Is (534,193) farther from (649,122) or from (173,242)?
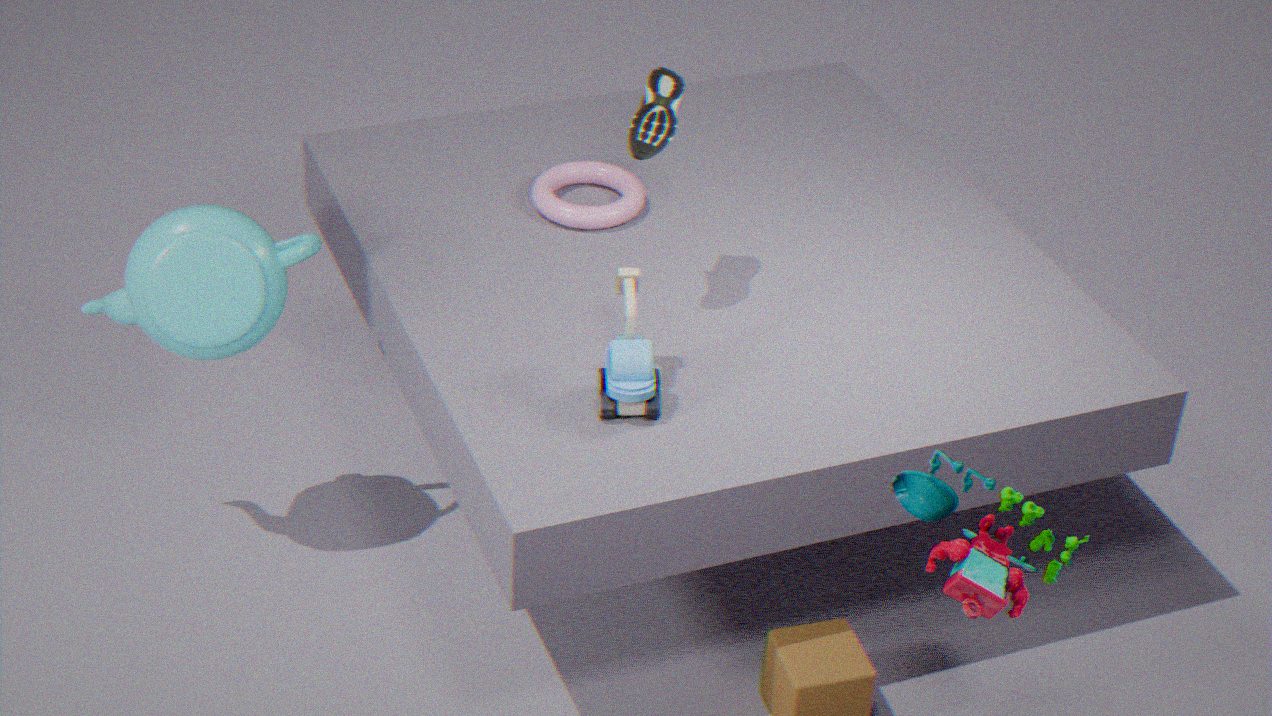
(173,242)
